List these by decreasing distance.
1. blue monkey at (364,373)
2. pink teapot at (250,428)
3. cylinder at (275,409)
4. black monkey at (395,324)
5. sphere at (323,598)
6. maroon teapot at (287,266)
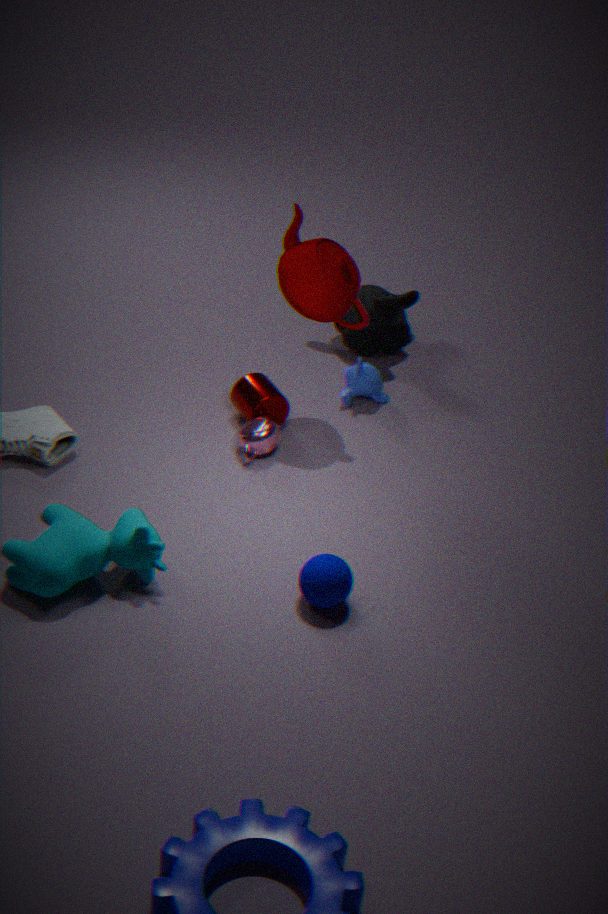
black monkey at (395,324)
blue monkey at (364,373)
cylinder at (275,409)
pink teapot at (250,428)
maroon teapot at (287,266)
sphere at (323,598)
